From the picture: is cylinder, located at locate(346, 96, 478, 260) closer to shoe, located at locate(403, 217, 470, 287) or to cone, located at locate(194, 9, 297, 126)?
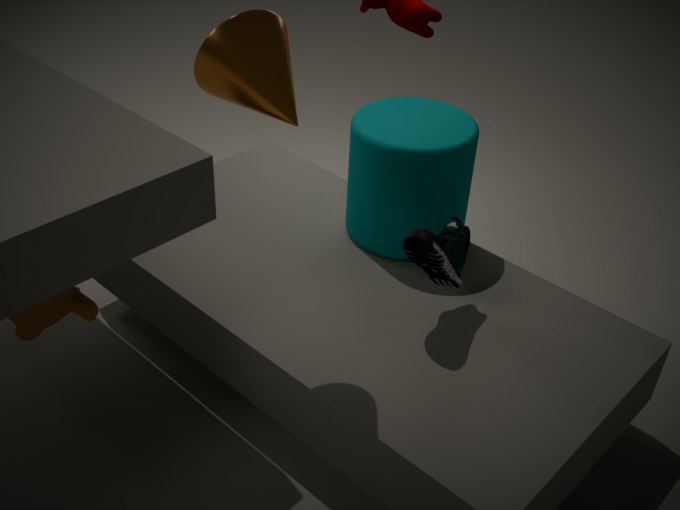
shoe, located at locate(403, 217, 470, 287)
